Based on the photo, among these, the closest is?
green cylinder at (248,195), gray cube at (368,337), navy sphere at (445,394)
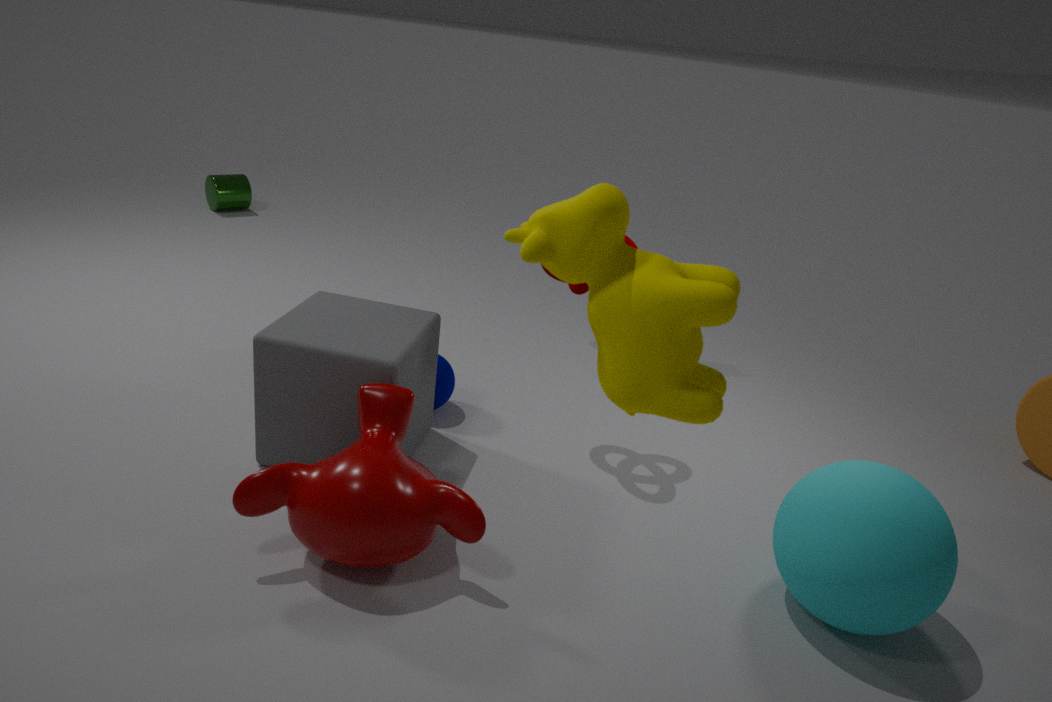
gray cube at (368,337)
